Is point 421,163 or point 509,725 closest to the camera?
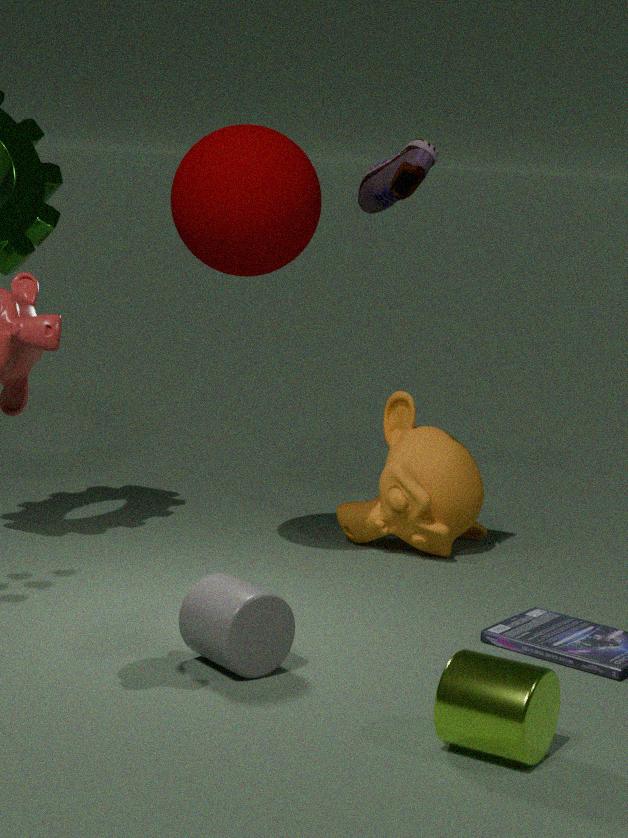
point 509,725
